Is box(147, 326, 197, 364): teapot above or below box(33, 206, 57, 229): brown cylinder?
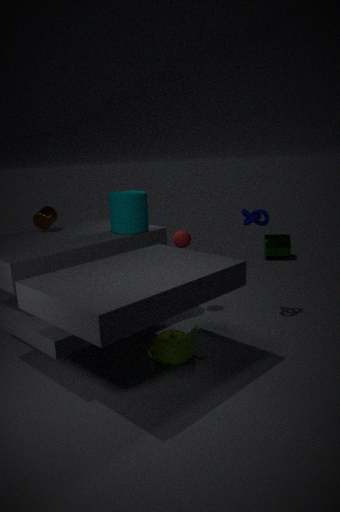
below
